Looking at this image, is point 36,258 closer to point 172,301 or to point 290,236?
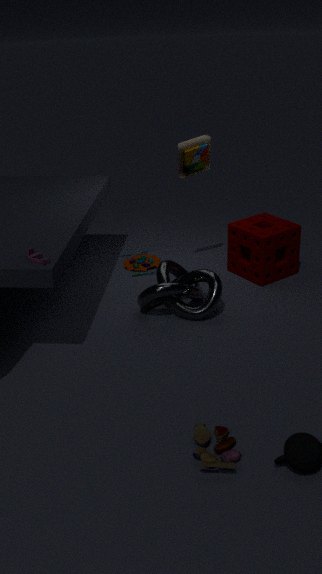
point 172,301
